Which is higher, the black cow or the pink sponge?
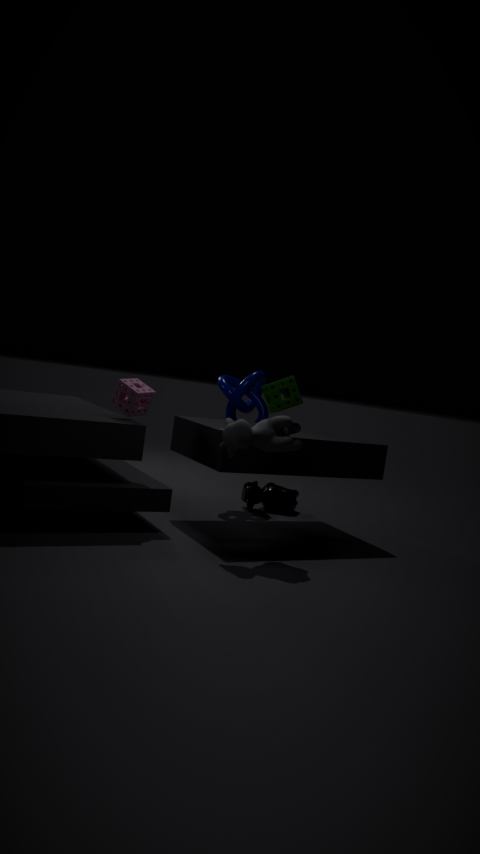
the pink sponge
